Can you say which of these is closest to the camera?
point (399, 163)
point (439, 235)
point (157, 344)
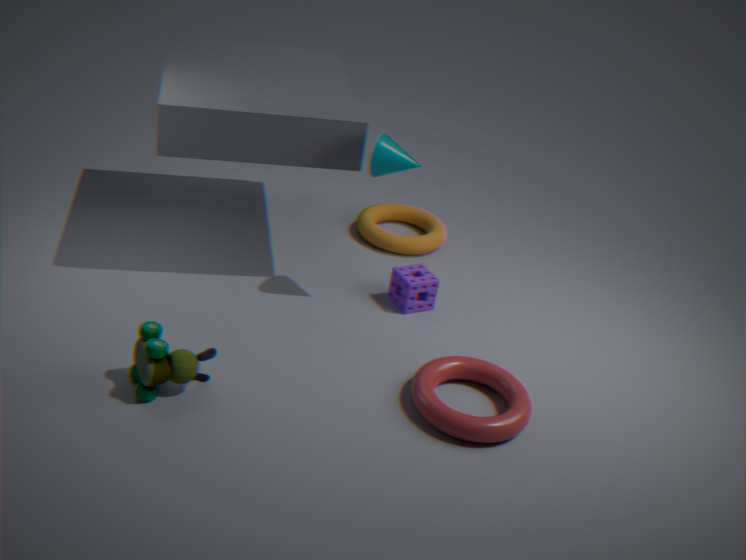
point (157, 344)
